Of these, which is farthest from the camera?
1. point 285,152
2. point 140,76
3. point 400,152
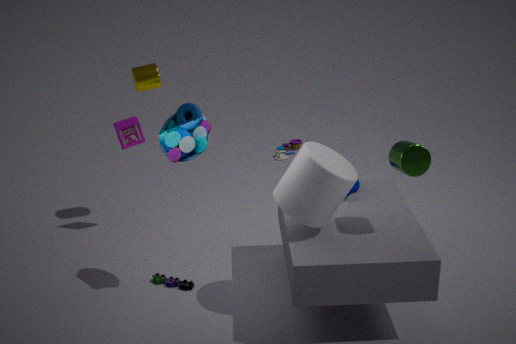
point 285,152
